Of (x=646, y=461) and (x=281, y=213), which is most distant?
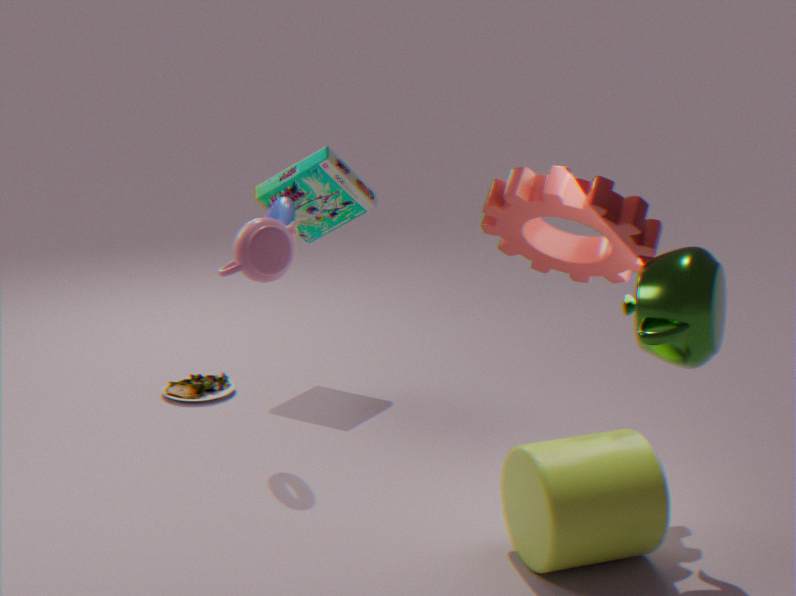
(x=281, y=213)
